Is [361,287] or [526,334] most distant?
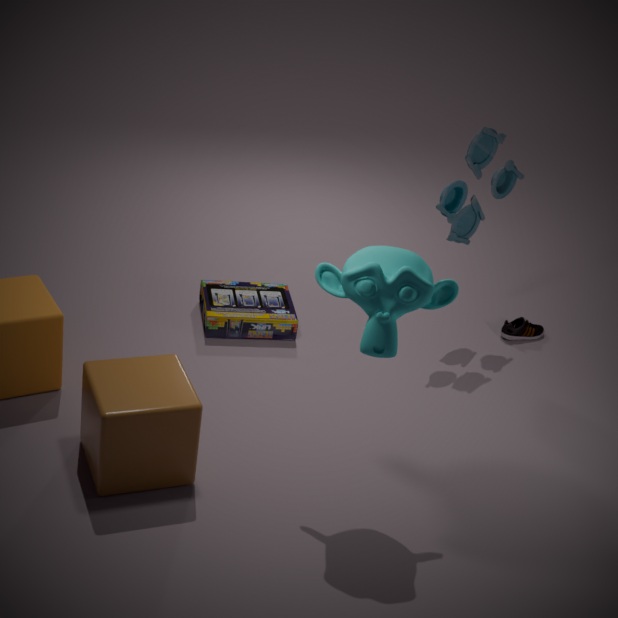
[526,334]
